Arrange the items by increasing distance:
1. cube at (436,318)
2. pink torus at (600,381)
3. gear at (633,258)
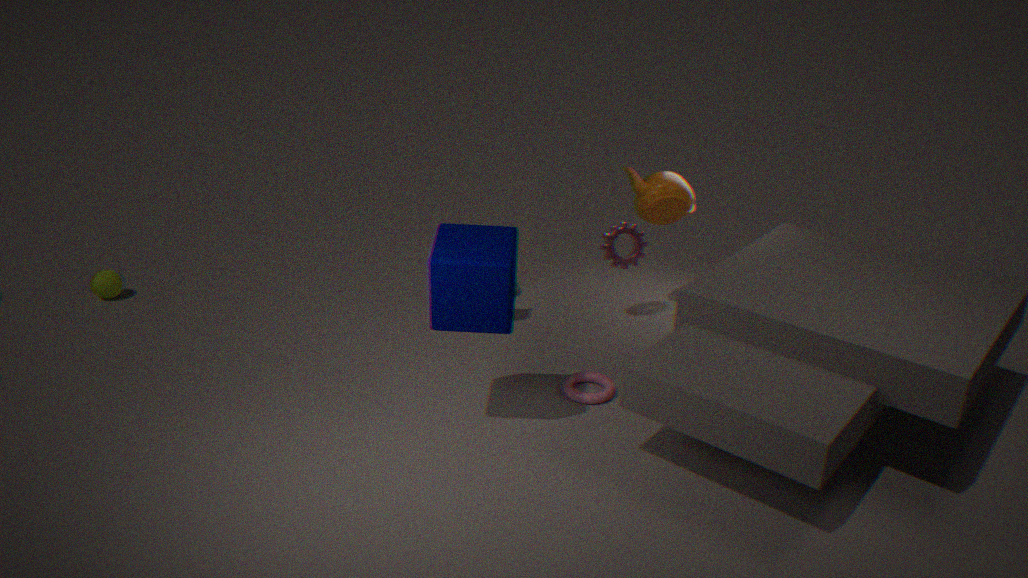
1. cube at (436,318)
2. pink torus at (600,381)
3. gear at (633,258)
